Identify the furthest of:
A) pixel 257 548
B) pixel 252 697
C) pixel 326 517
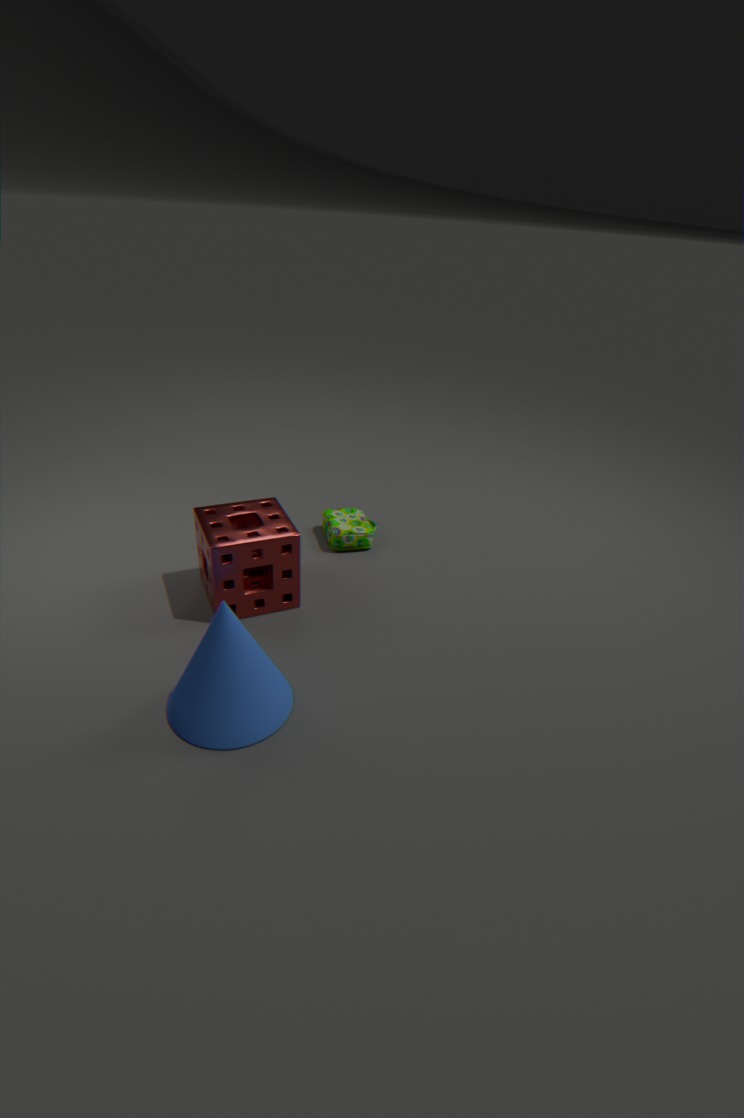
pixel 326 517
